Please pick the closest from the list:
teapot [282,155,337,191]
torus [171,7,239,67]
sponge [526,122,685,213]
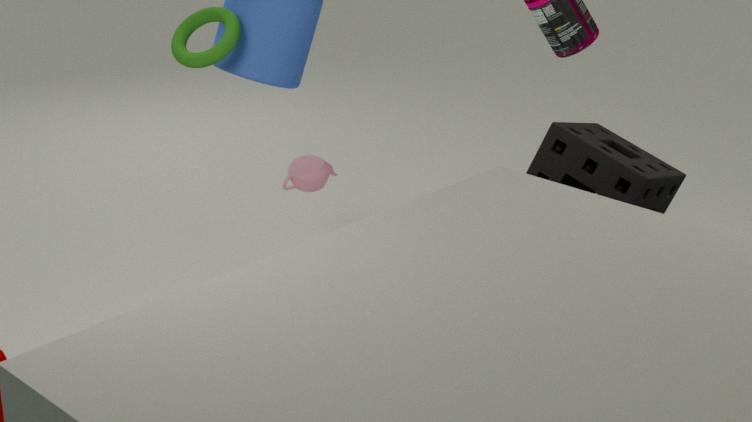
sponge [526,122,685,213]
